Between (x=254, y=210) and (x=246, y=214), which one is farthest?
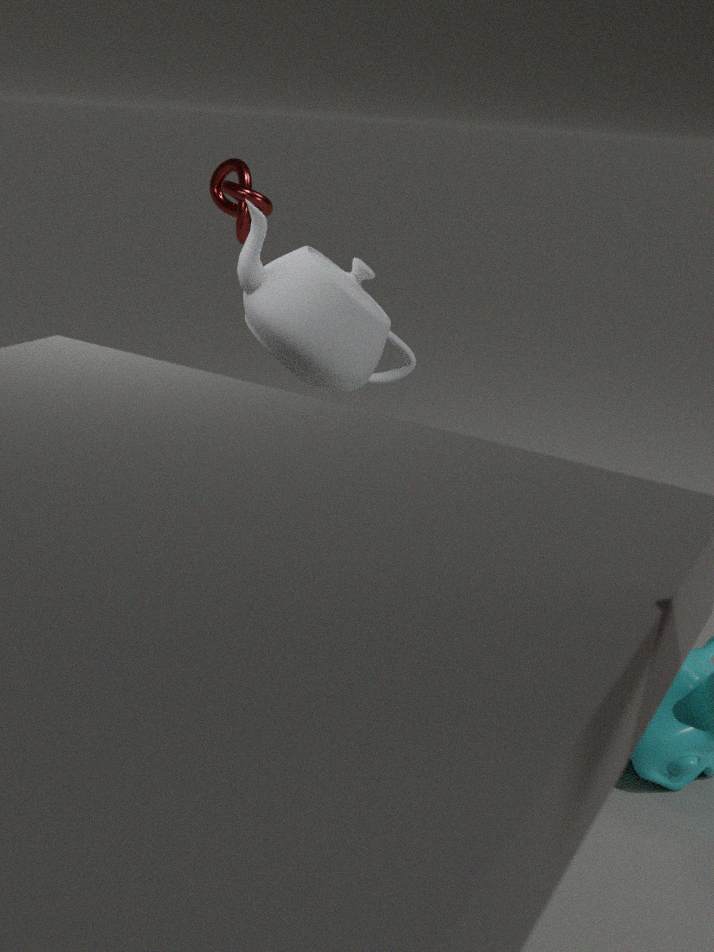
(x=246, y=214)
